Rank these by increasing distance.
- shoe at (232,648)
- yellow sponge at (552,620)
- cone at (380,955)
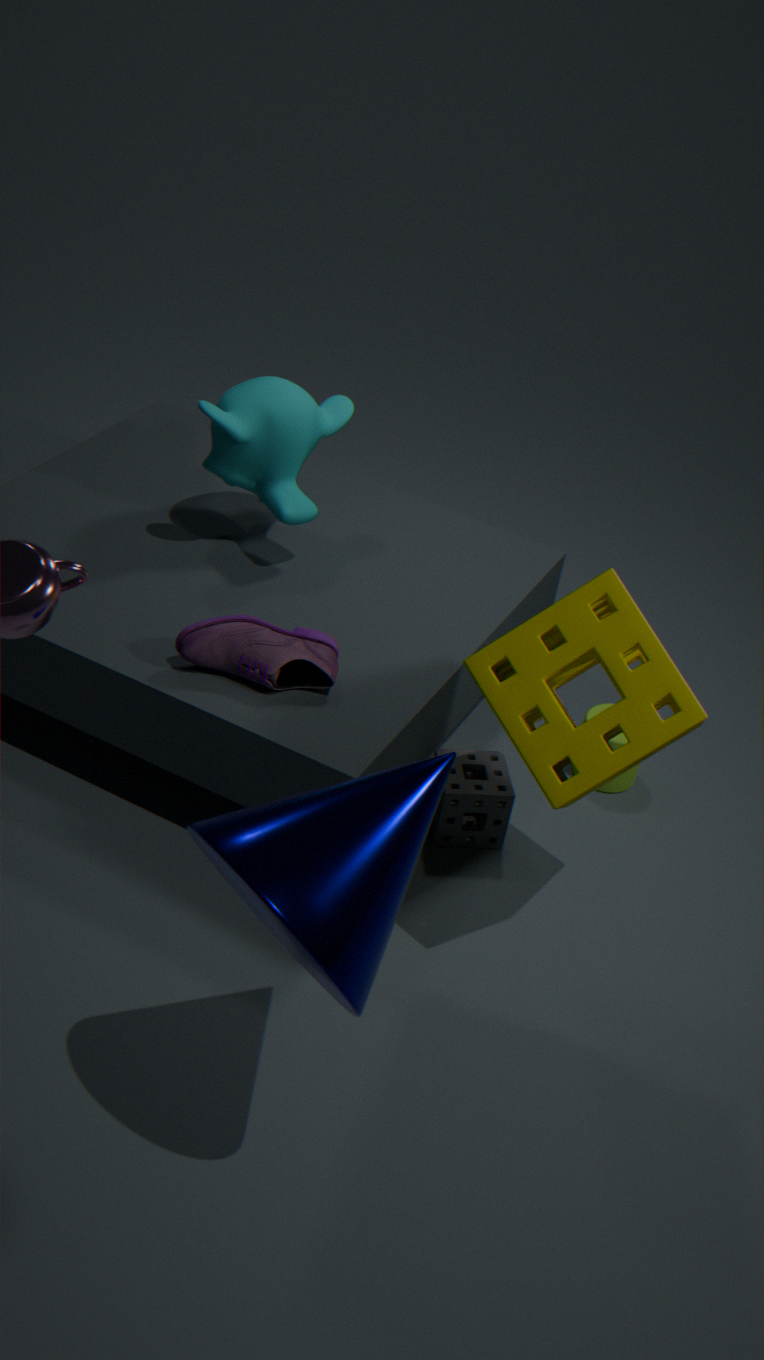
1. cone at (380,955)
2. yellow sponge at (552,620)
3. shoe at (232,648)
